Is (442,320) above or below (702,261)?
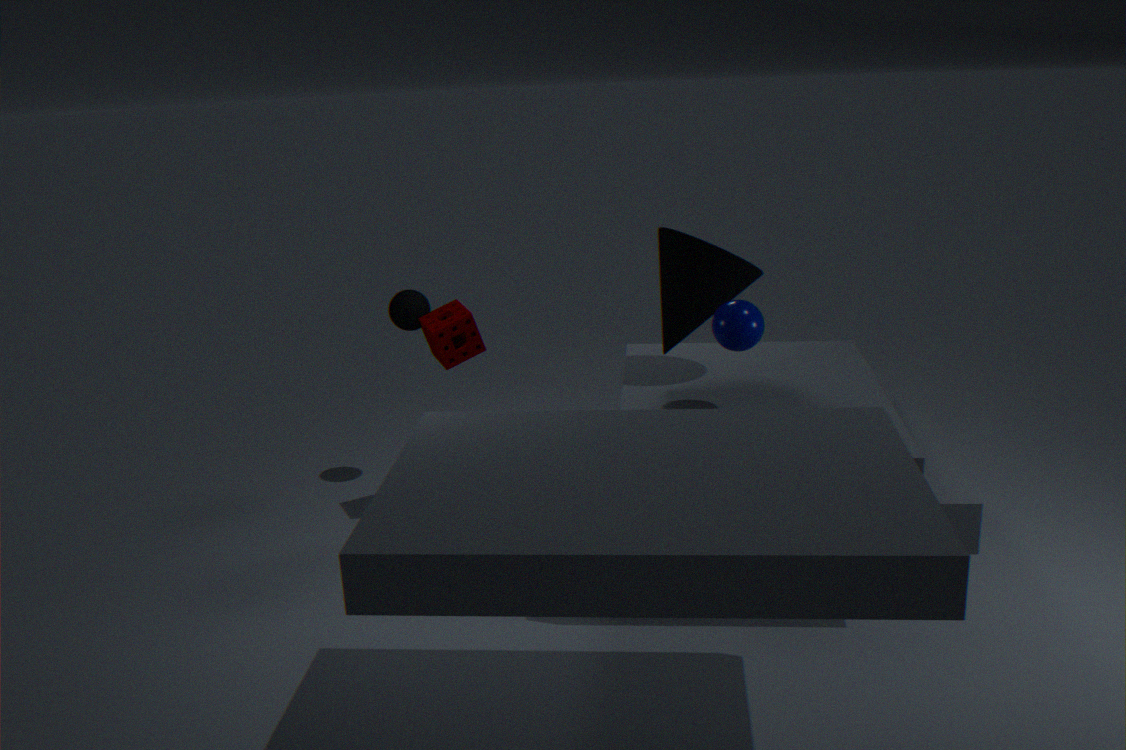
below
